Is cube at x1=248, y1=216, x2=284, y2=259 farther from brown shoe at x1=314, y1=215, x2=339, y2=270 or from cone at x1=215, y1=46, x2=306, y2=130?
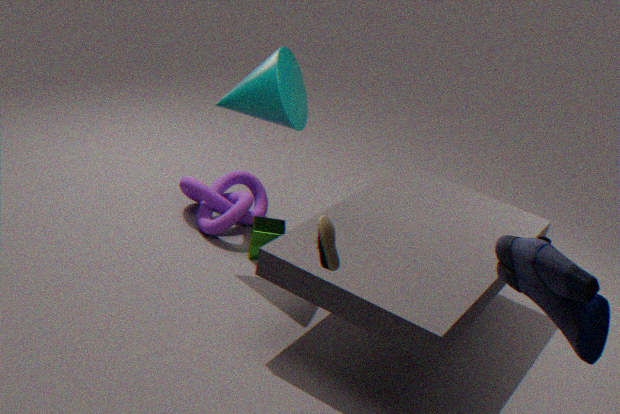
brown shoe at x1=314, y1=215, x2=339, y2=270
